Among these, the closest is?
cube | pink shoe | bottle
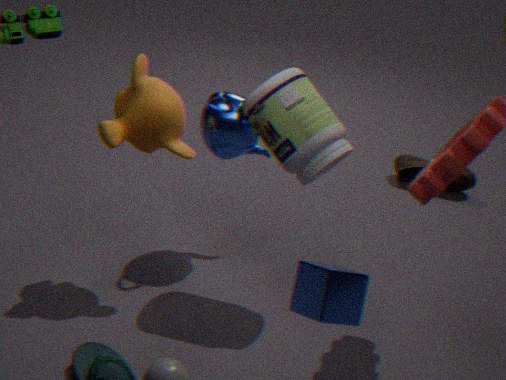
cube
